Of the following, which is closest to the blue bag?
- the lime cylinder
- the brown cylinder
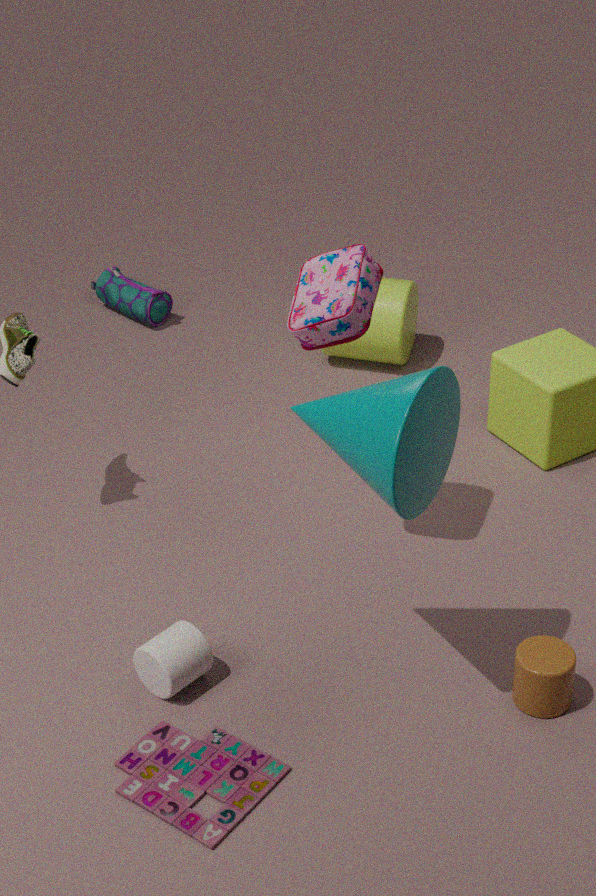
the lime cylinder
